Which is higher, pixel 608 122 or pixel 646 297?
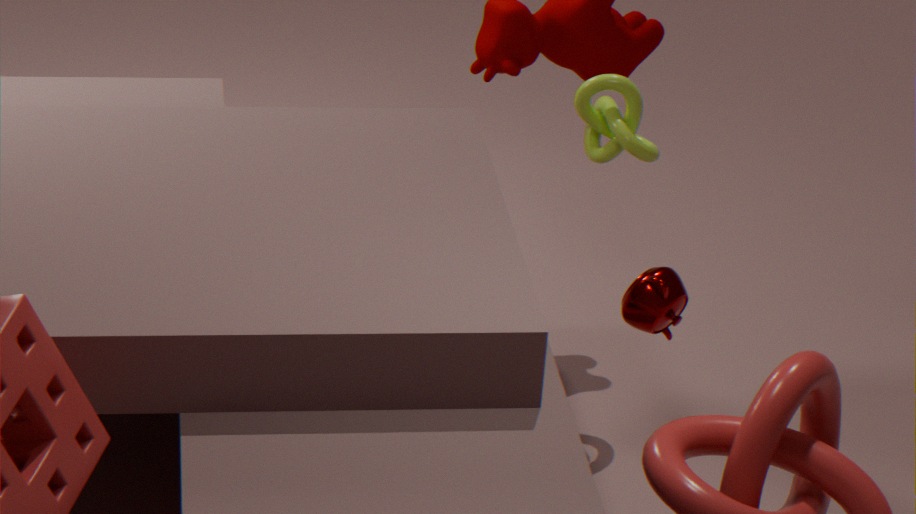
pixel 608 122
